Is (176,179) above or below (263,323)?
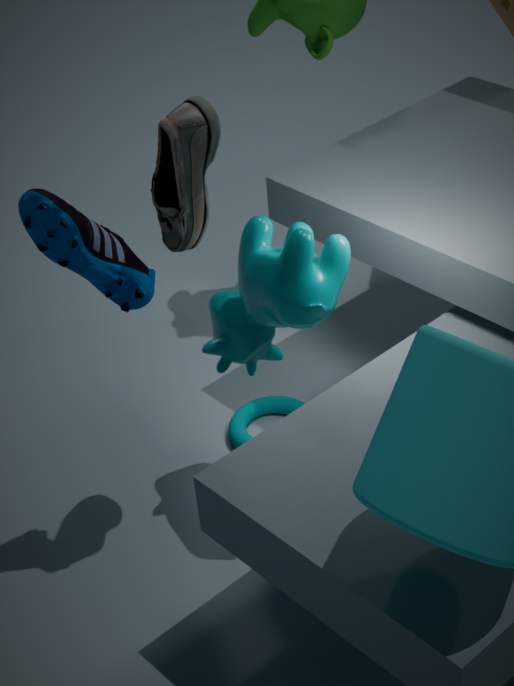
above
